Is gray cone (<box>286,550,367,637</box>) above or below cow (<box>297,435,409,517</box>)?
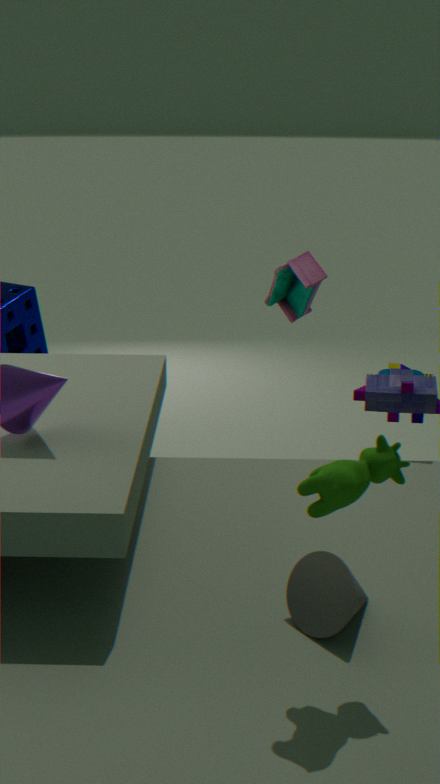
below
